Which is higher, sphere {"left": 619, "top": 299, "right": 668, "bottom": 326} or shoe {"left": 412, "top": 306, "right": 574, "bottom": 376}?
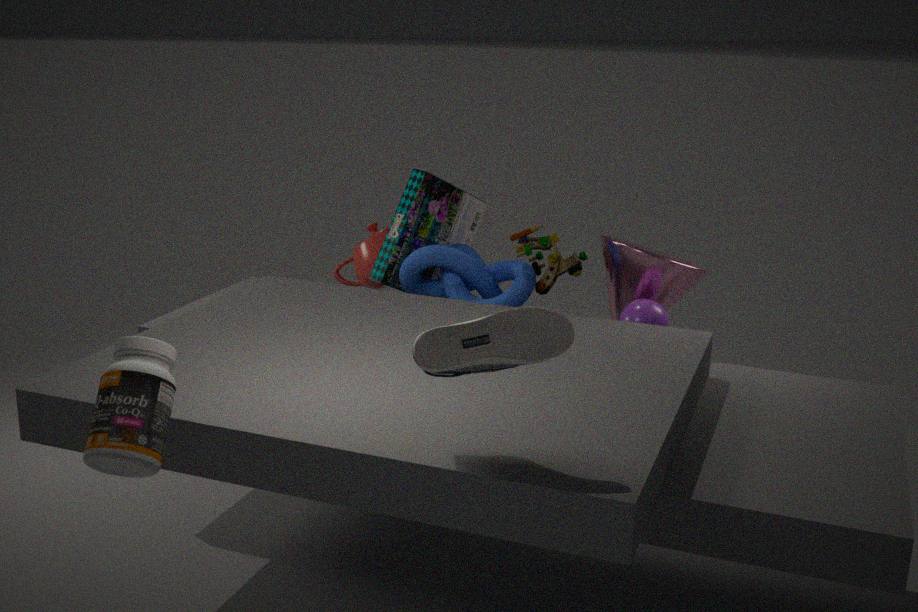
shoe {"left": 412, "top": 306, "right": 574, "bottom": 376}
